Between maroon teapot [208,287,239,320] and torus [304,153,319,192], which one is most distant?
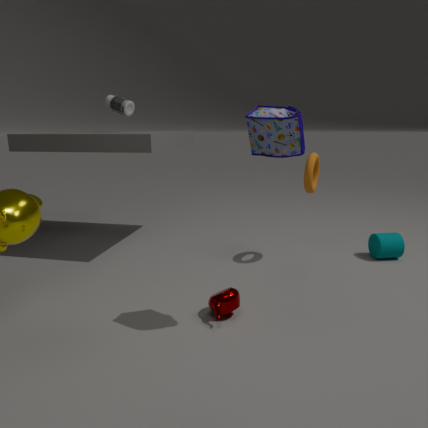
torus [304,153,319,192]
